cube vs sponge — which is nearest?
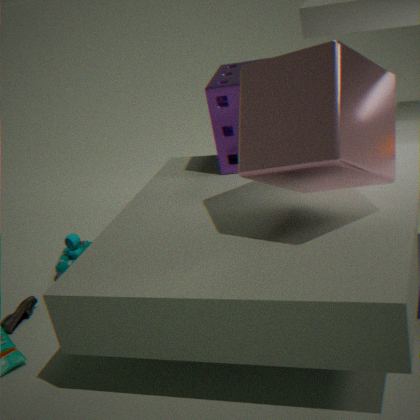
cube
